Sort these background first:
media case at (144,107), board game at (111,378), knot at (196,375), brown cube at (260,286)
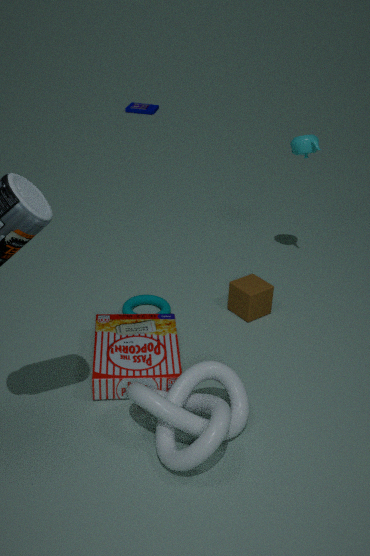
media case at (144,107) < brown cube at (260,286) < board game at (111,378) < knot at (196,375)
